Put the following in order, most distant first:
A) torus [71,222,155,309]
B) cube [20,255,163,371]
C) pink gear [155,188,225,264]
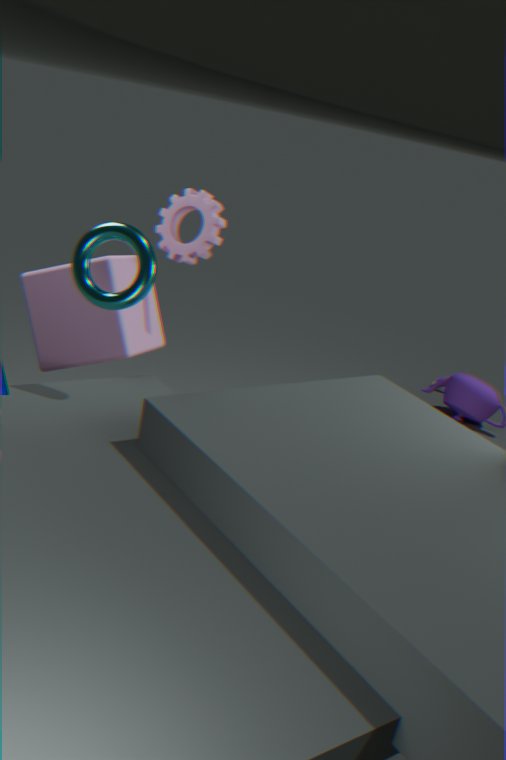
pink gear [155,188,225,264]
cube [20,255,163,371]
torus [71,222,155,309]
